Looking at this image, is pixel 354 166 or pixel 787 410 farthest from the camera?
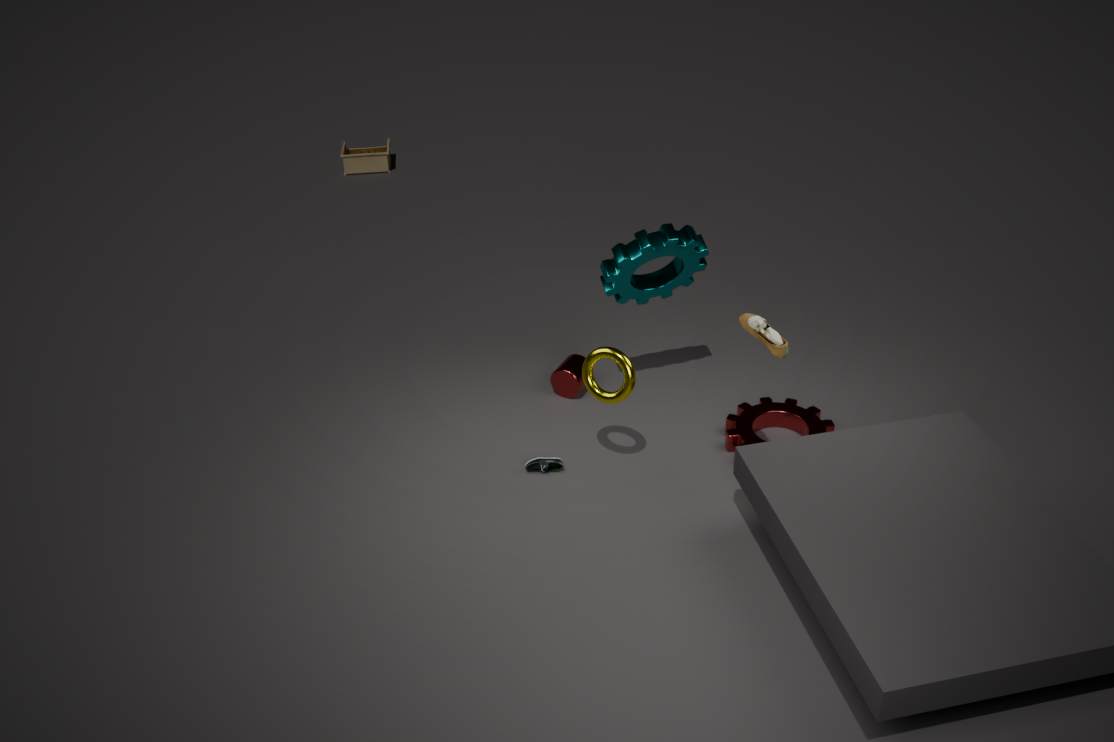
pixel 354 166
